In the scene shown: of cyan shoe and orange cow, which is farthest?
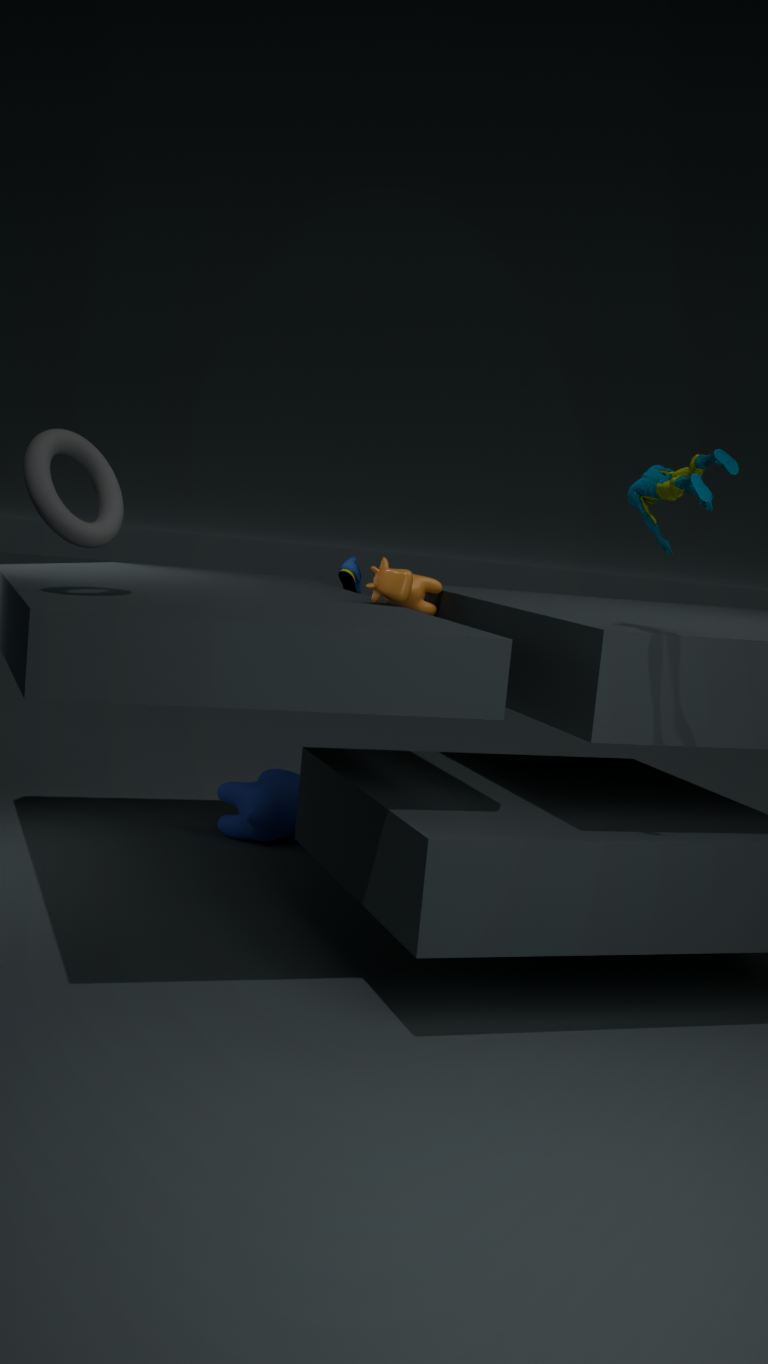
cyan shoe
